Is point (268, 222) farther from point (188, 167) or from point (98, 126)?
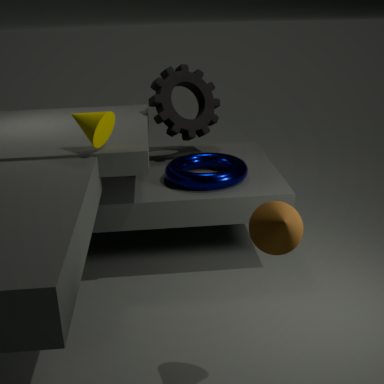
point (188, 167)
